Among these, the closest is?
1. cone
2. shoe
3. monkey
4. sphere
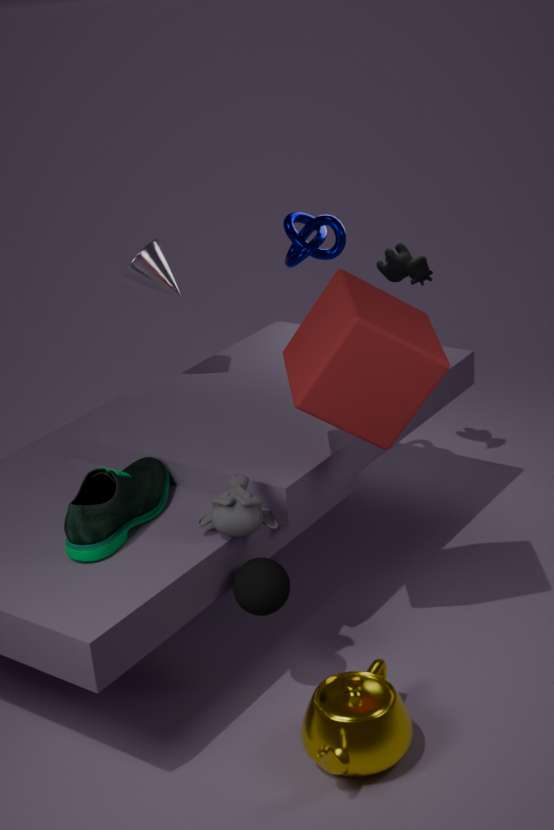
shoe
